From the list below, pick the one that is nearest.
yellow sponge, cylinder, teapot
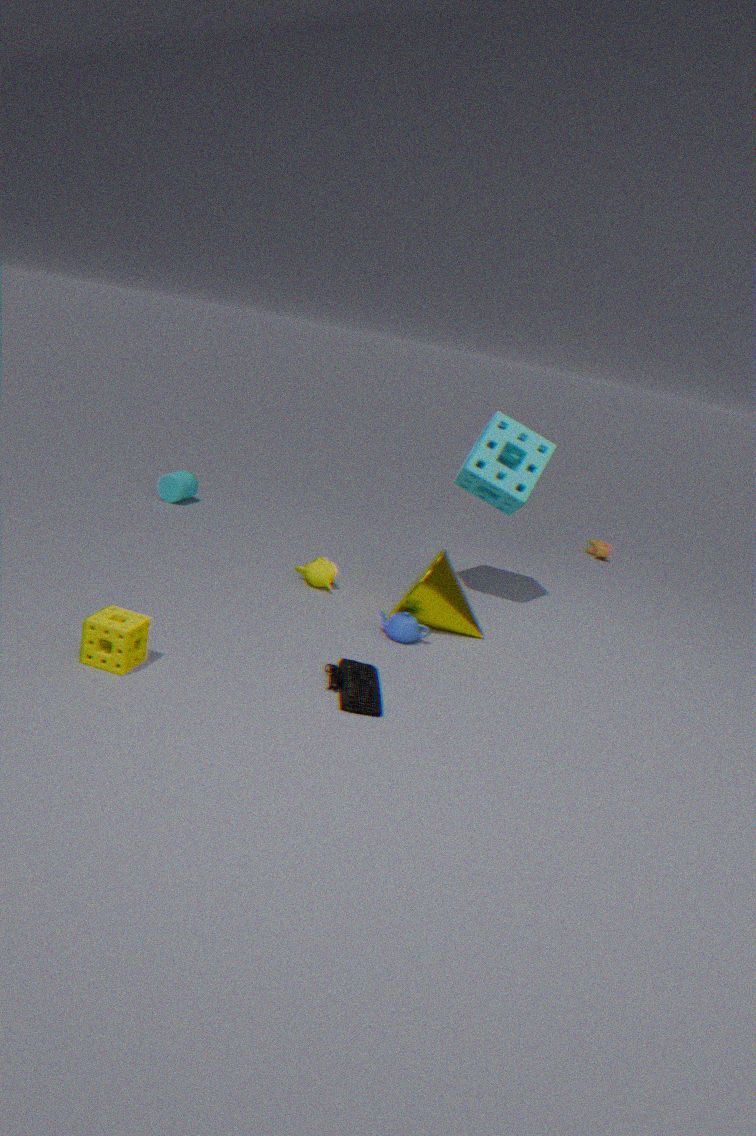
yellow sponge
